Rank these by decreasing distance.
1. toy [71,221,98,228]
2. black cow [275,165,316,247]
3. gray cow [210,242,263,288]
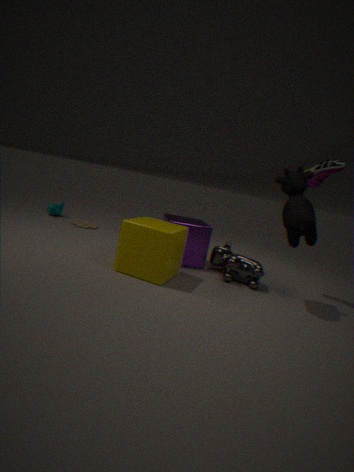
toy [71,221,98,228]
gray cow [210,242,263,288]
black cow [275,165,316,247]
